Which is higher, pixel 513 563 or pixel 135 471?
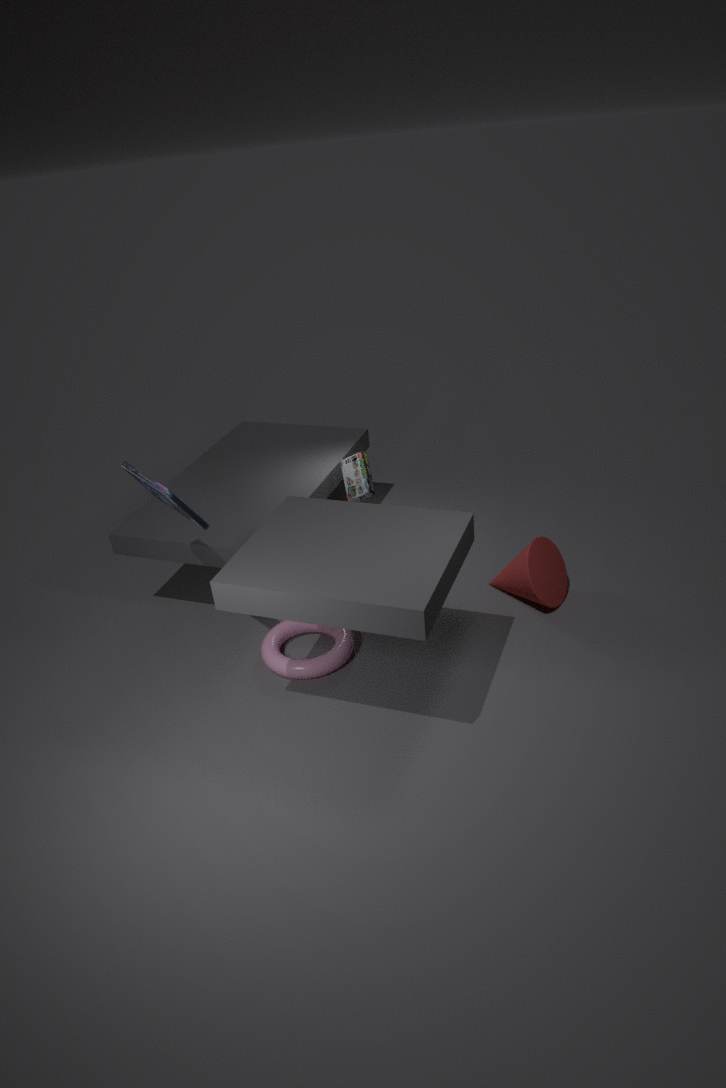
pixel 135 471
